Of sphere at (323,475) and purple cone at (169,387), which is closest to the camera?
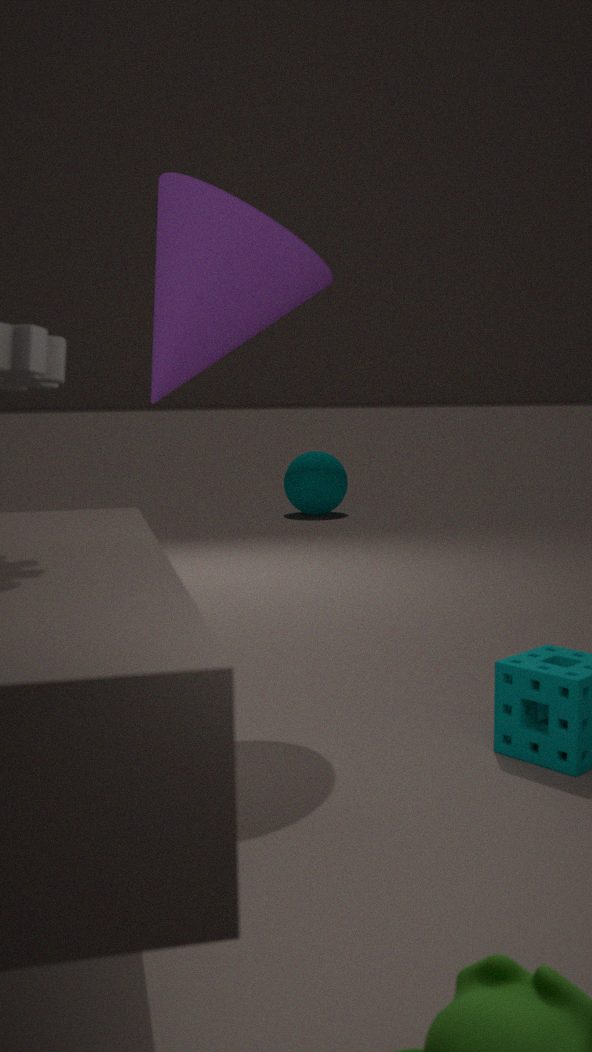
purple cone at (169,387)
